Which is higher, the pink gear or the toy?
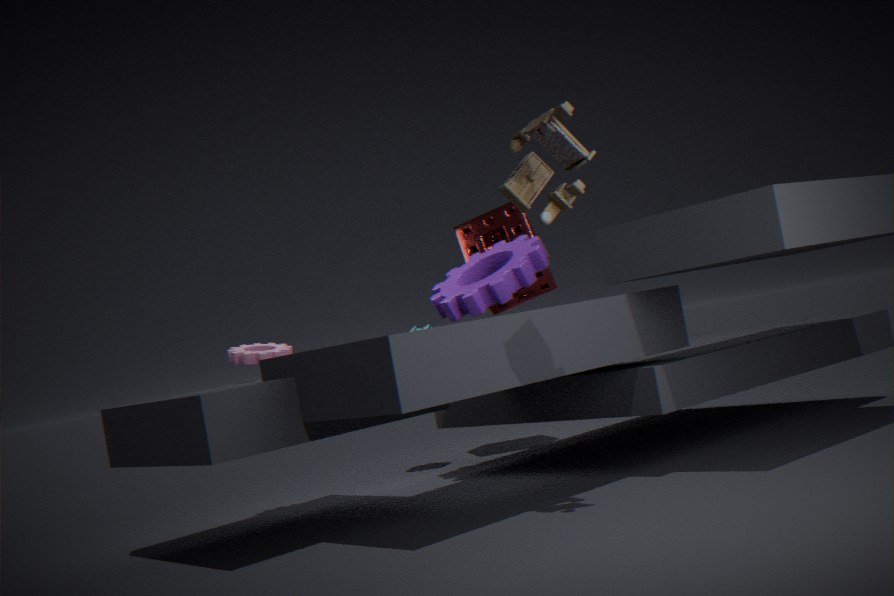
the toy
